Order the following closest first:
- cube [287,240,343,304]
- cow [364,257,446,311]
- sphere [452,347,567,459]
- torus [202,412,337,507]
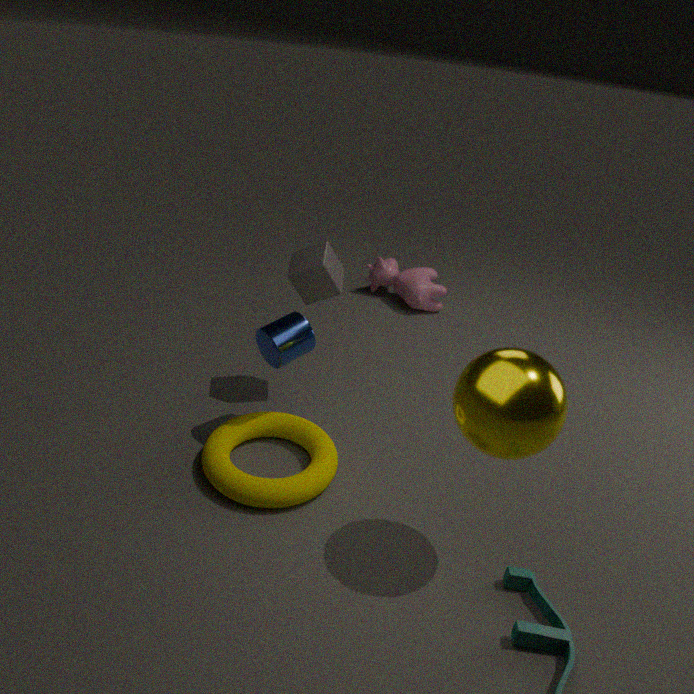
sphere [452,347,567,459], torus [202,412,337,507], cube [287,240,343,304], cow [364,257,446,311]
